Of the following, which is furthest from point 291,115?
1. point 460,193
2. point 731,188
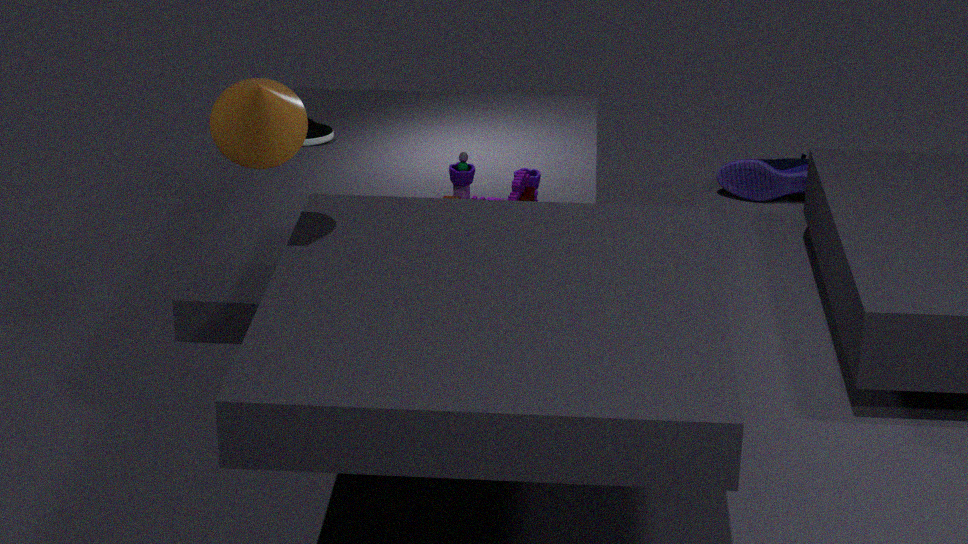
point 731,188
